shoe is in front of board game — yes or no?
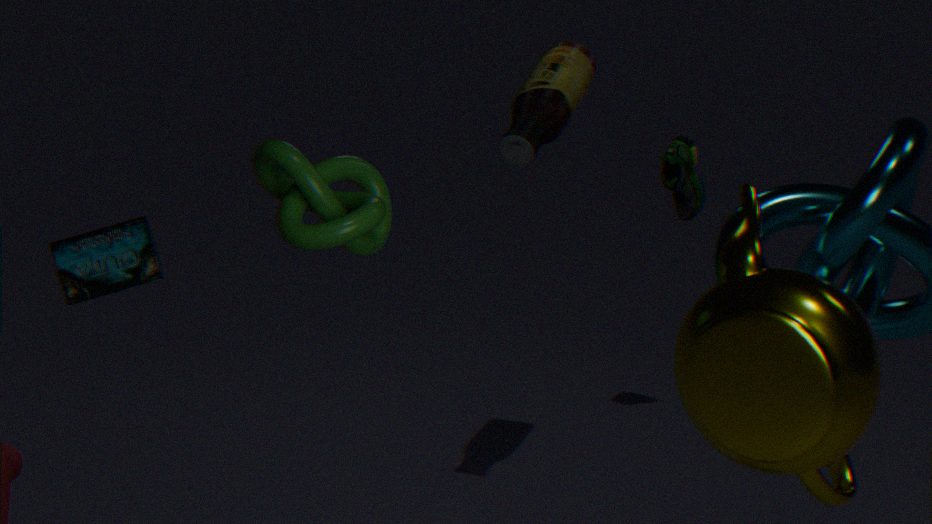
No
